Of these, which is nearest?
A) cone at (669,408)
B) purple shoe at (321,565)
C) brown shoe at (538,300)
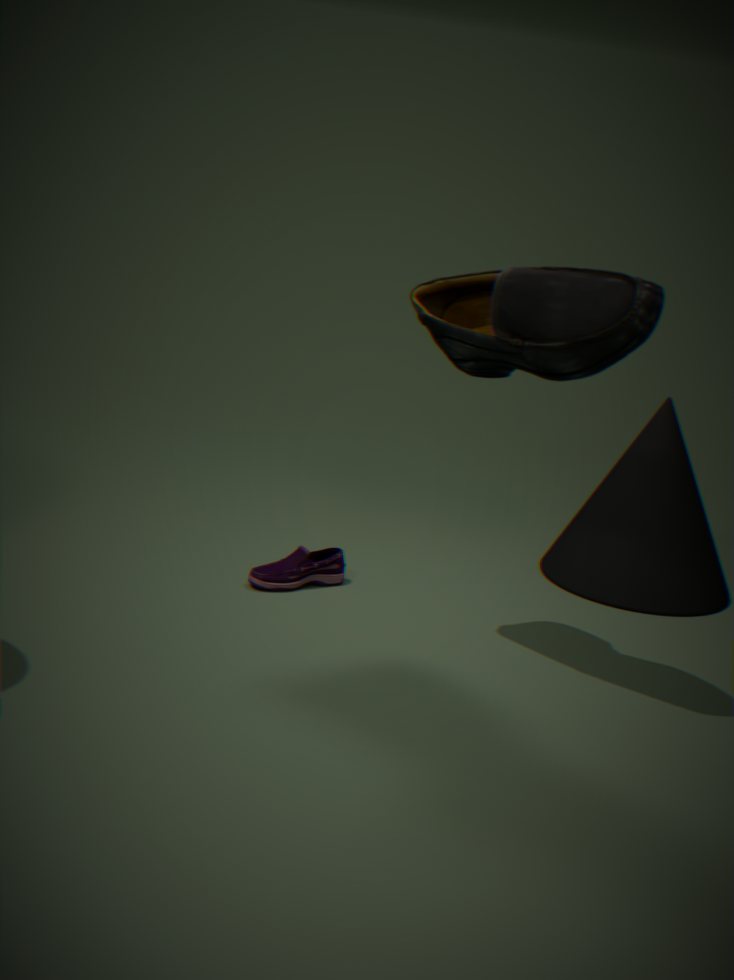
brown shoe at (538,300)
